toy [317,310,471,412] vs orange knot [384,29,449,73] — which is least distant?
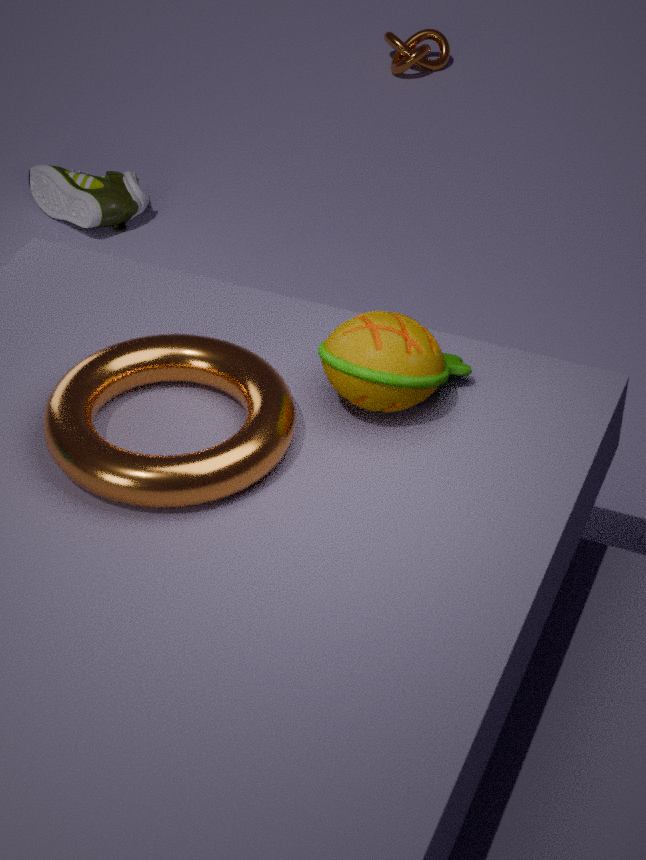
toy [317,310,471,412]
